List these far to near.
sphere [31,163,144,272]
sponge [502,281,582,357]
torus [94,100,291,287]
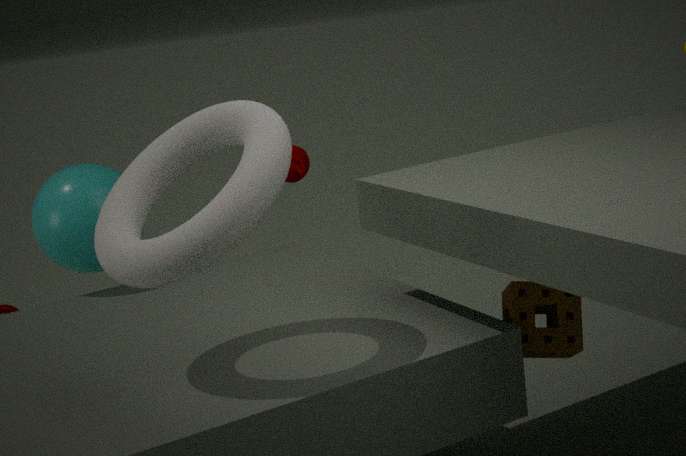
sphere [31,163,144,272], sponge [502,281,582,357], torus [94,100,291,287]
